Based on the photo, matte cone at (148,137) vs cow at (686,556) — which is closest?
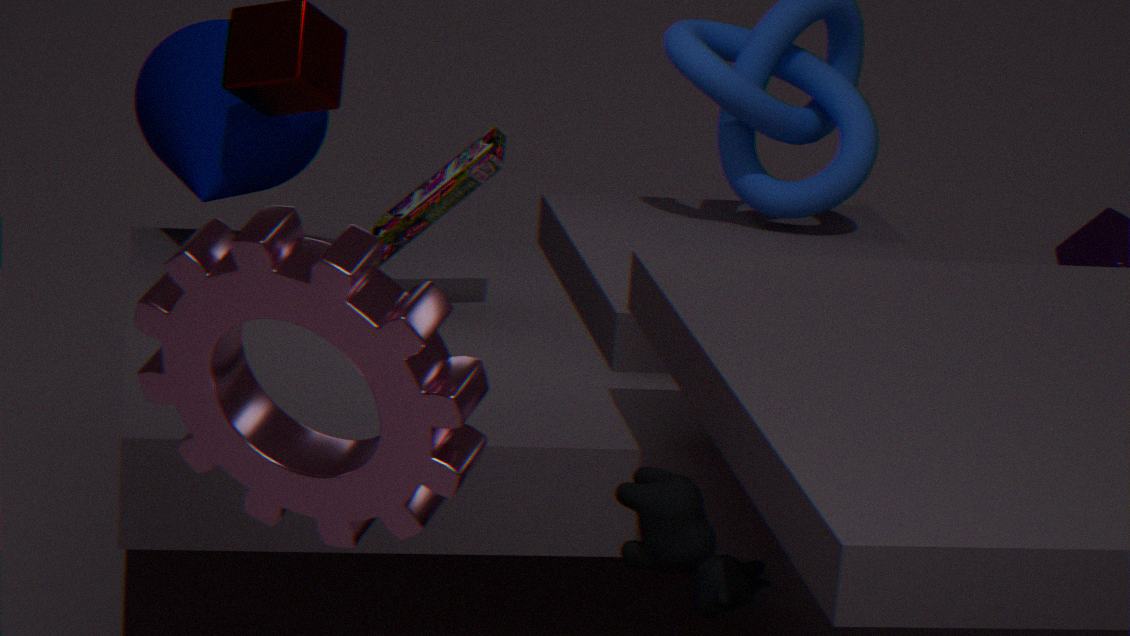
cow at (686,556)
